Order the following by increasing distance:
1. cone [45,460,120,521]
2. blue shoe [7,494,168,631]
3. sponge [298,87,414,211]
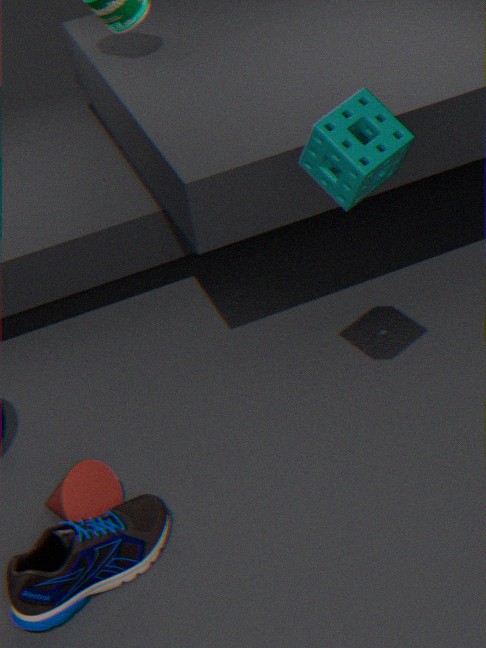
sponge [298,87,414,211]
blue shoe [7,494,168,631]
cone [45,460,120,521]
